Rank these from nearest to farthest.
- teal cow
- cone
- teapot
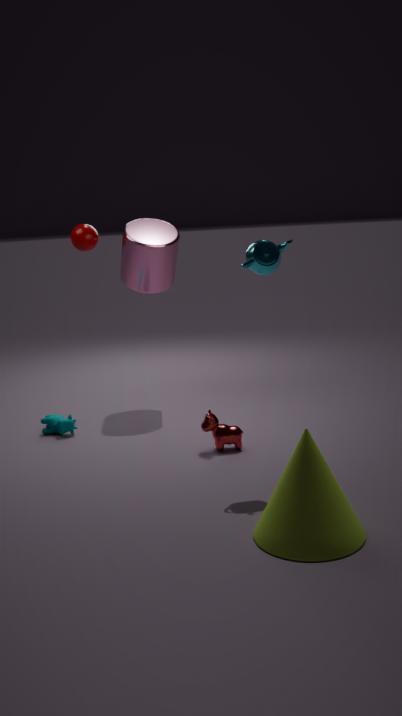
cone, teapot, teal cow
